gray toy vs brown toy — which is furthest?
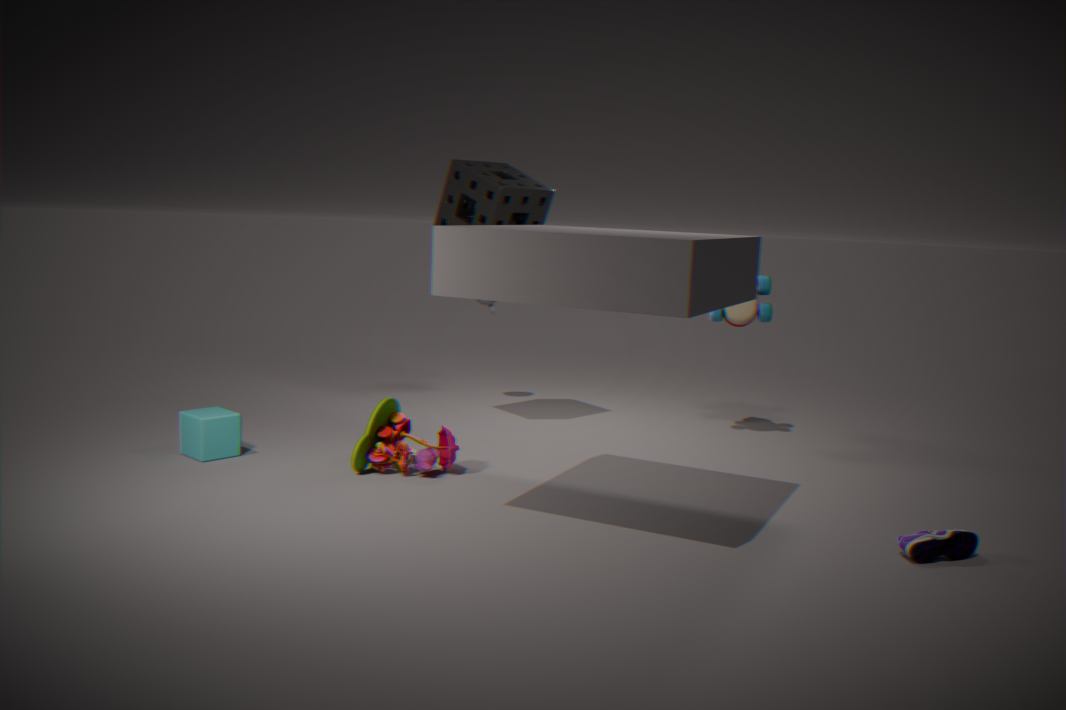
gray toy
